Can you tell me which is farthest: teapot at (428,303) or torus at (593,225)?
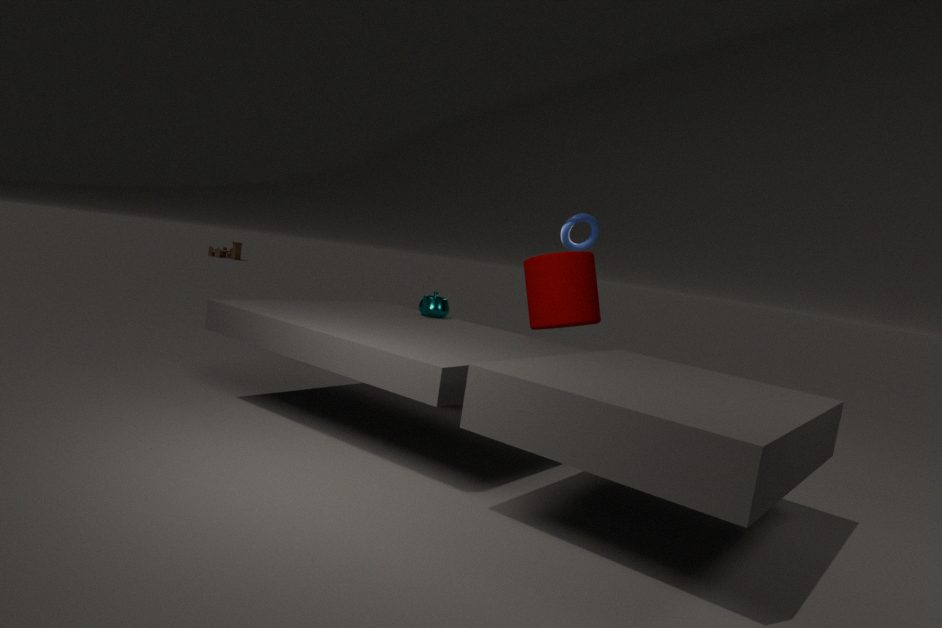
torus at (593,225)
